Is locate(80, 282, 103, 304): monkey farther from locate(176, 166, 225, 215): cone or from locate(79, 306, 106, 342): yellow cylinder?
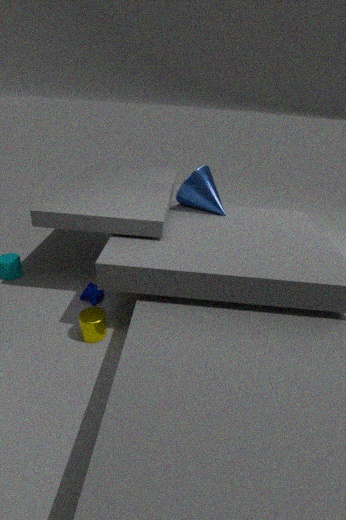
locate(176, 166, 225, 215): cone
